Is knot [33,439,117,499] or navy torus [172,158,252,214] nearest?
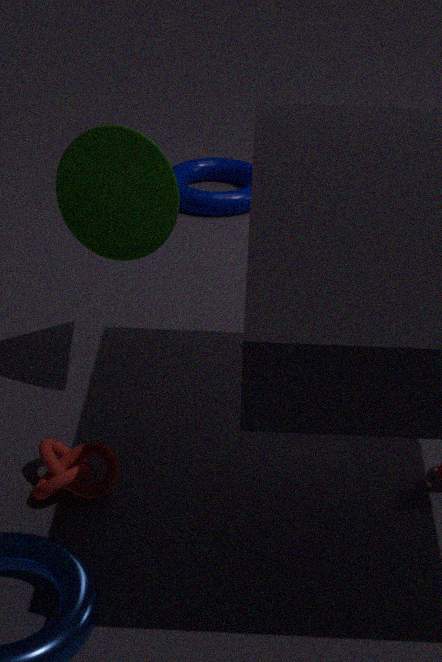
knot [33,439,117,499]
